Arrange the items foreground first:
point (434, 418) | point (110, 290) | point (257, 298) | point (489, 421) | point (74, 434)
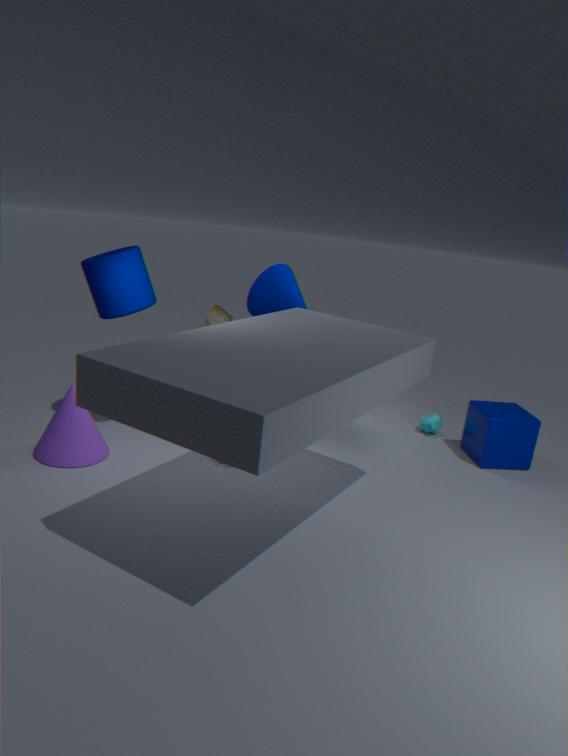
point (74, 434) → point (110, 290) → point (489, 421) → point (257, 298) → point (434, 418)
